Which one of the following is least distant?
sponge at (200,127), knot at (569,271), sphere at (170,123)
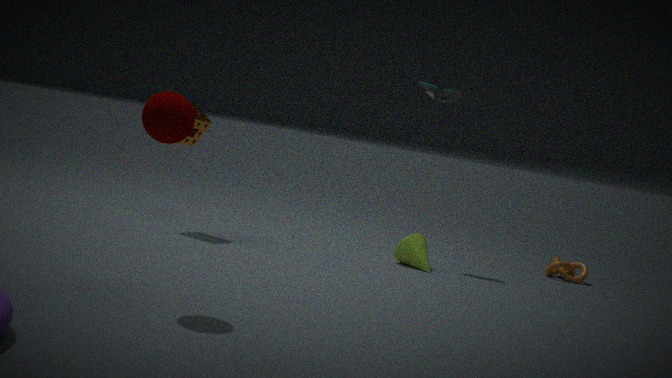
sphere at (170,123)
